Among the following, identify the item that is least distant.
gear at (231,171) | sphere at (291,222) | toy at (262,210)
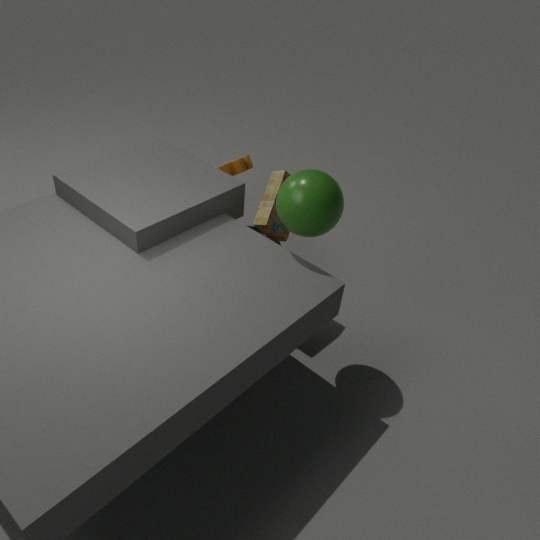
sphere at (291,222)
